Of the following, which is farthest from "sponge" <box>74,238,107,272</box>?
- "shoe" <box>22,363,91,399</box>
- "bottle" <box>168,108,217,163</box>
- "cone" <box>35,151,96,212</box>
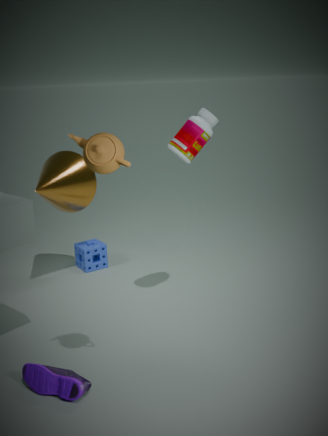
"shoe" <box>22,363,91,399</box>
